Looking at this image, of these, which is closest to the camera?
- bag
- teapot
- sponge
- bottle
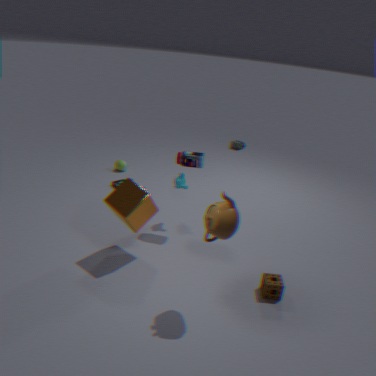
teapot
